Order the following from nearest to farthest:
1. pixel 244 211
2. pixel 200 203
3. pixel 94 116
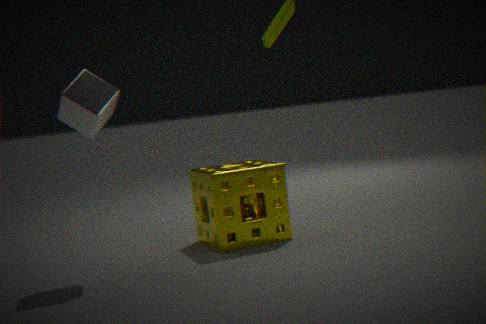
1. pixel 94 116
2. pixel 244 211
3. pixel 200 203
